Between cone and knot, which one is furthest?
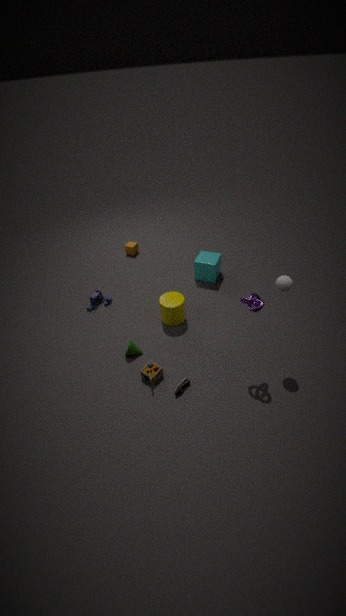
cone
